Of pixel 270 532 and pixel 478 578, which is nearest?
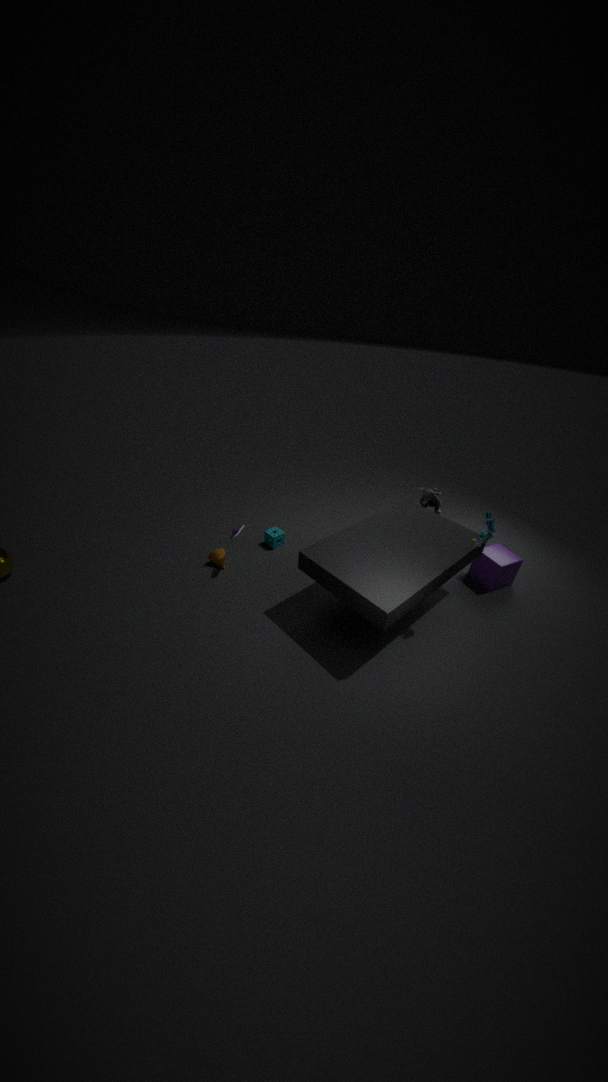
pixel 478 578
